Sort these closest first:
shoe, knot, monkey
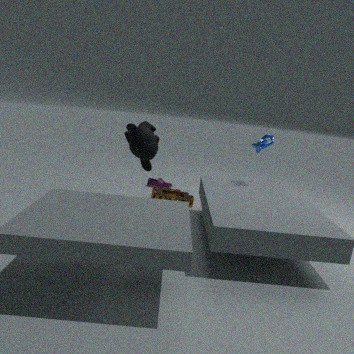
monkey, knot, shoe
